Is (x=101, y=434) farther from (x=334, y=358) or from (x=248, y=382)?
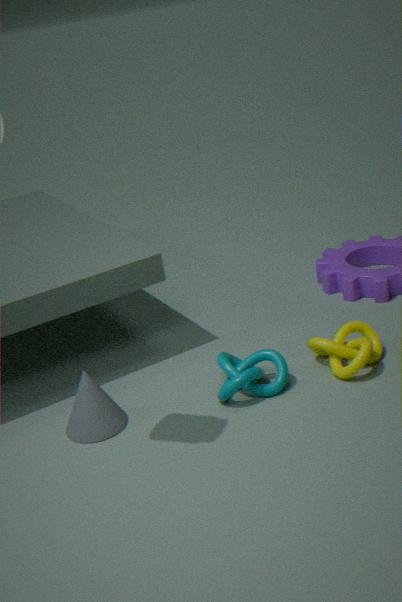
(x=334, y=358)
